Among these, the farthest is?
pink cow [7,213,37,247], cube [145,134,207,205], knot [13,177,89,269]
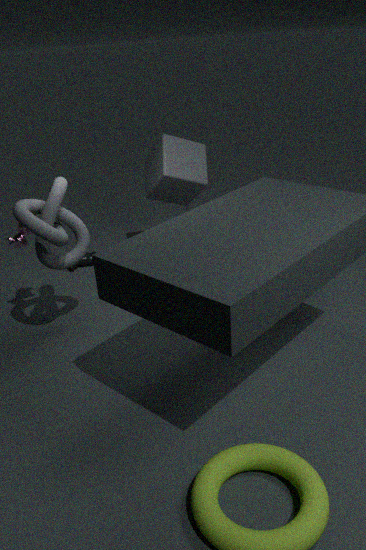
cube [145,134,207,205]
